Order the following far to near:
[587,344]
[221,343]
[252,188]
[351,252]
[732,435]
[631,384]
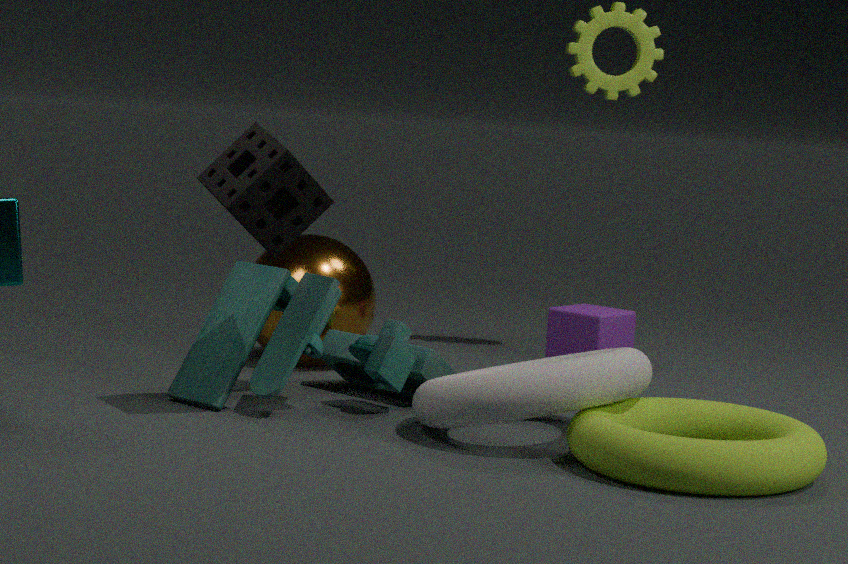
[587,344] → [351,252] → [221,343] → [732,435] → [631,384] → [252,188]
